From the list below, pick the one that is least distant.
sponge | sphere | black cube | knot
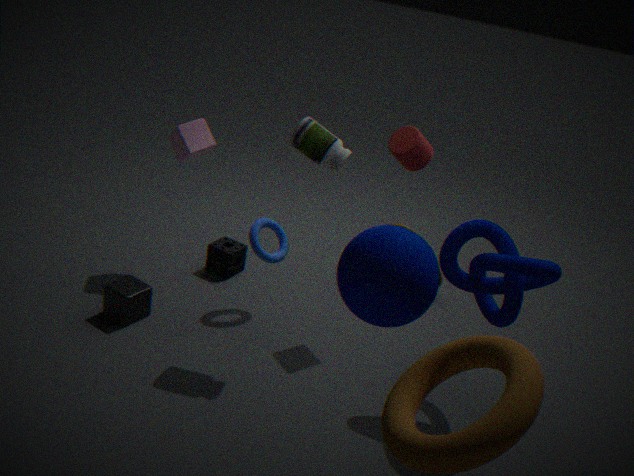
sphere
